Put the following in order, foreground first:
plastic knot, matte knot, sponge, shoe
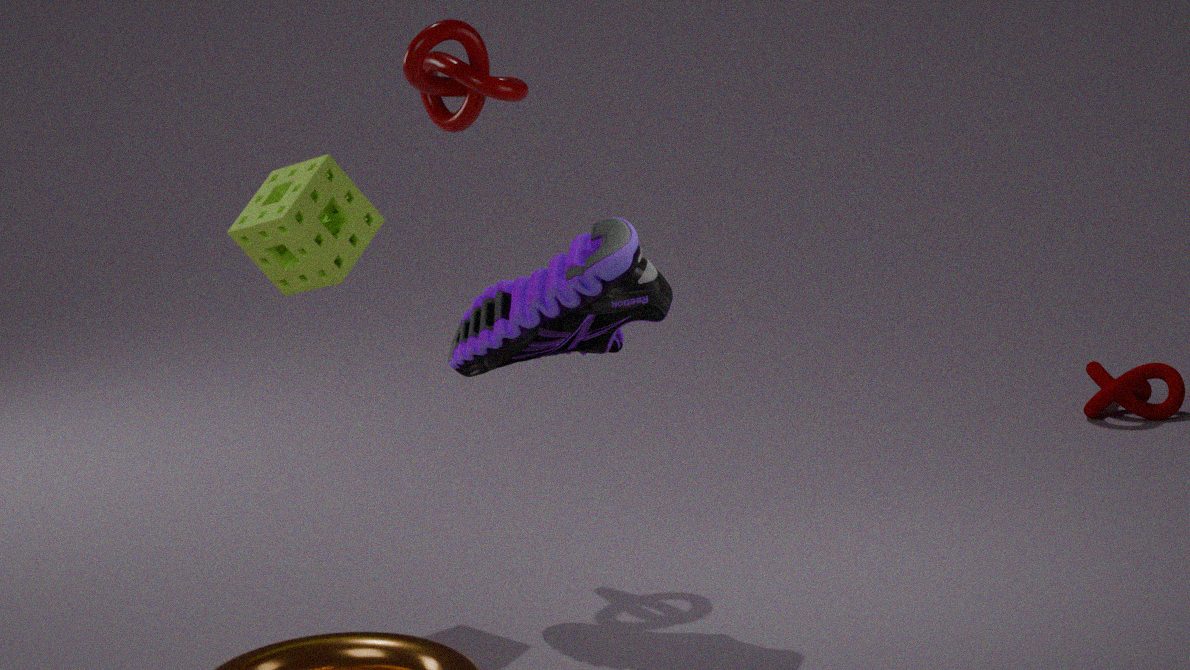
shoe, sponge, plastic knot, matte knot
